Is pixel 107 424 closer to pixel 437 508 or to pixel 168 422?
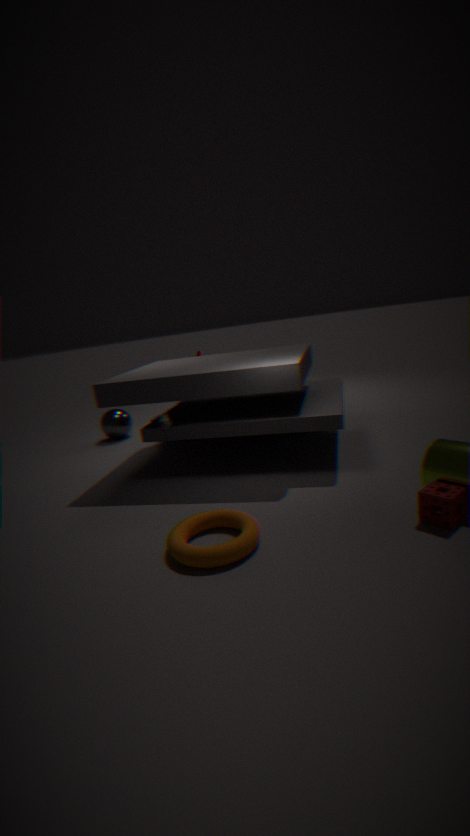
pixel 168 422
